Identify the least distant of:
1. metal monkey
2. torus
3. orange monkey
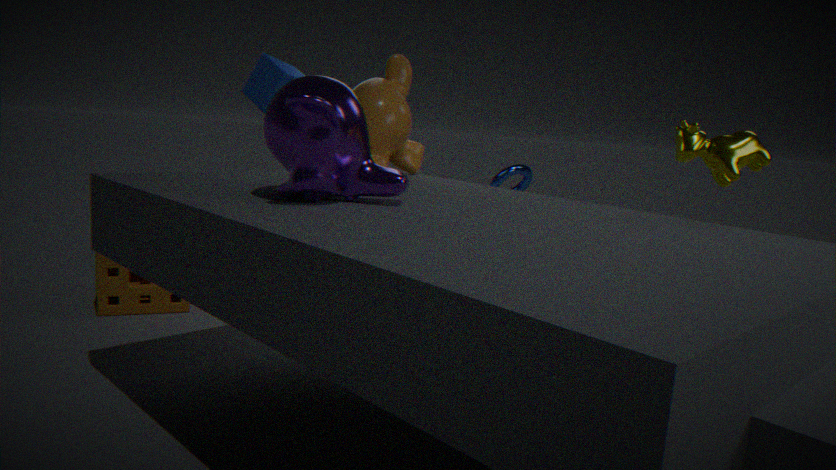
metal monkey
